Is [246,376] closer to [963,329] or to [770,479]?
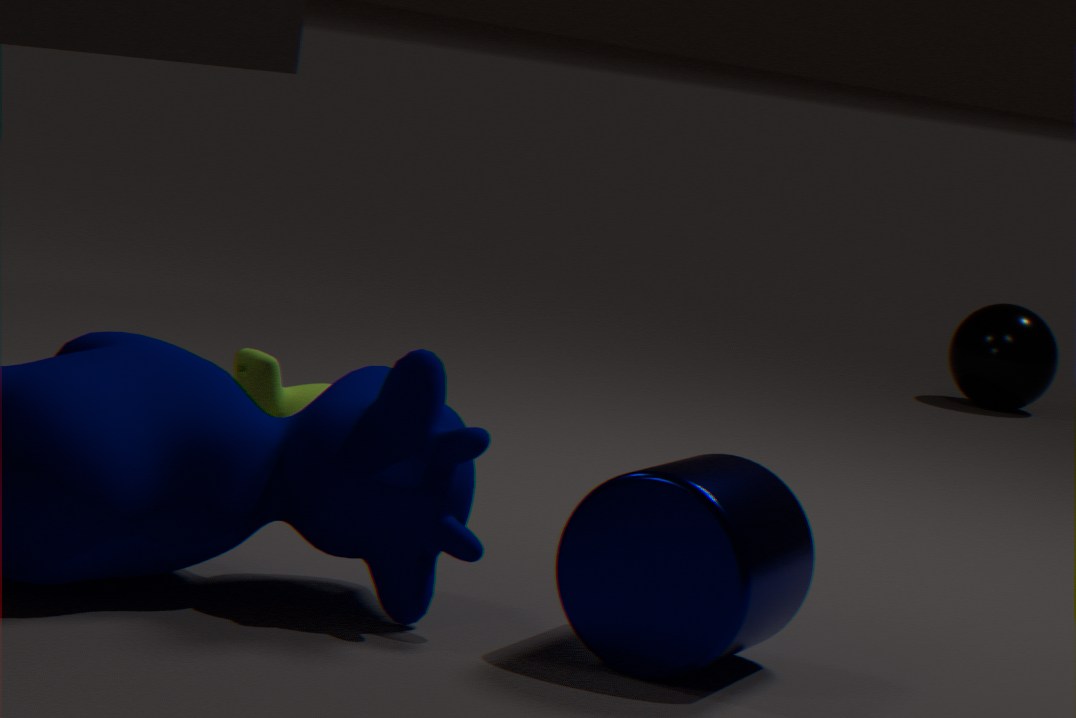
[770,479]
